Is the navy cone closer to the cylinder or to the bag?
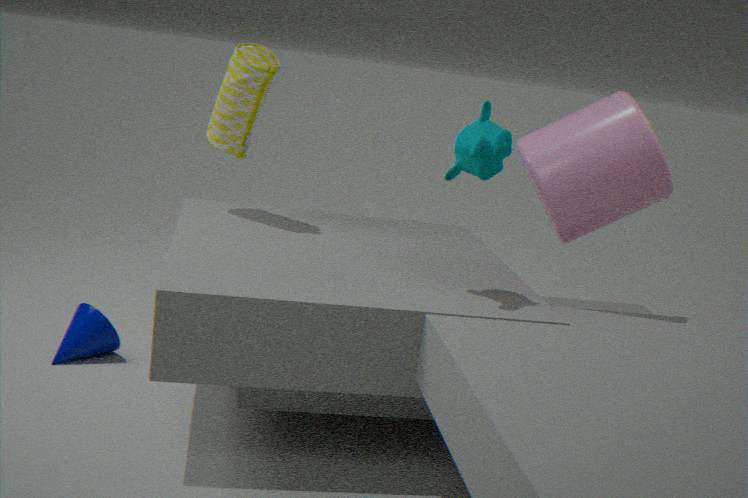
the bag
